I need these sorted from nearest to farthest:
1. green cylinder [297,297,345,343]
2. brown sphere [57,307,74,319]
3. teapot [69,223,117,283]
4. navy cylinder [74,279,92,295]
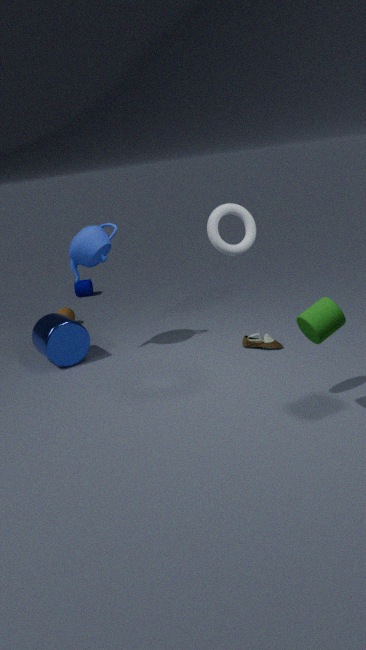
green cylinder [297,297,345,343] → teapot [69,223,117,283] → brown sphere [57,307,74,319] → navy cylinder [74,279,92,295]
